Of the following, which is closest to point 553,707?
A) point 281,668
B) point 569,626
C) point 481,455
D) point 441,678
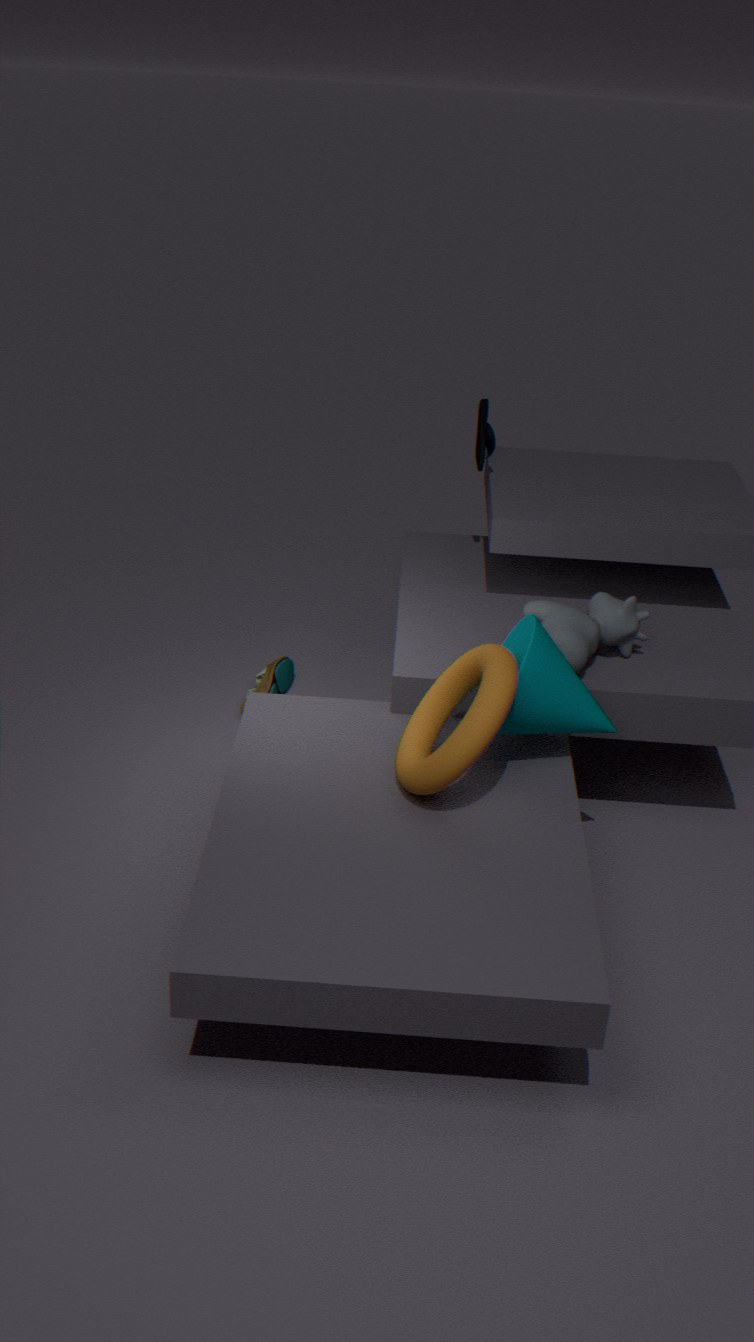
point 441,678
